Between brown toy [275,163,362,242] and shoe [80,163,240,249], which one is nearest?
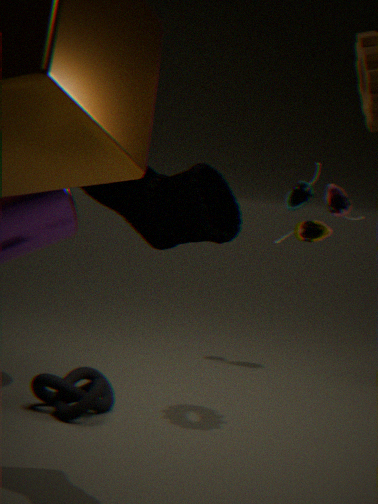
shoe [80,163,240,249]
